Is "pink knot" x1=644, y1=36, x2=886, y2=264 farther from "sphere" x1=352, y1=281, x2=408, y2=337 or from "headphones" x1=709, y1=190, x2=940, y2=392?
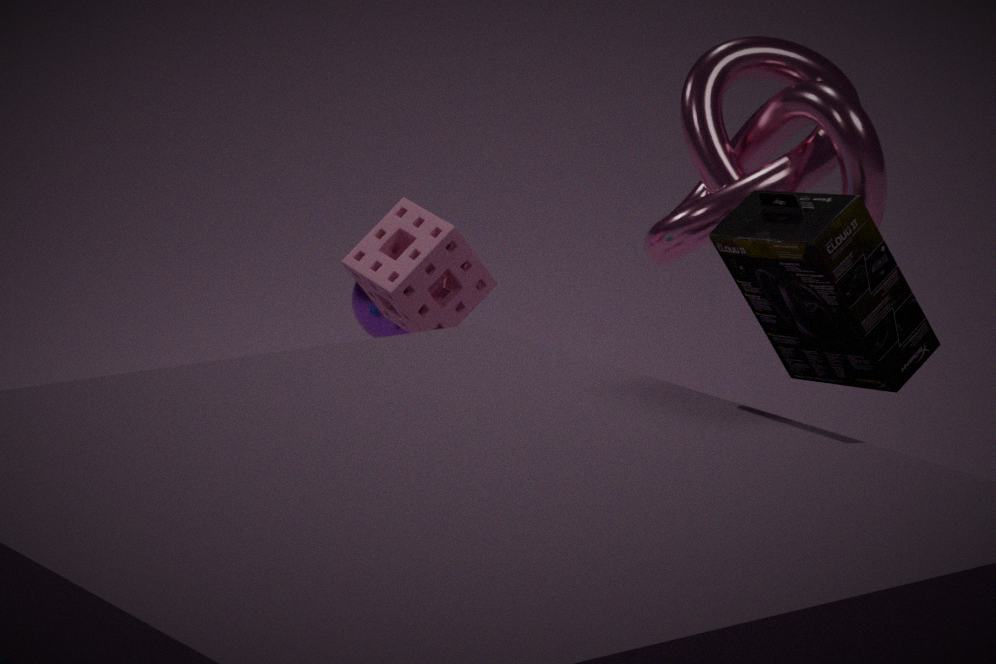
"headphones" x1=709, y1=190, x2=940, y2=392
